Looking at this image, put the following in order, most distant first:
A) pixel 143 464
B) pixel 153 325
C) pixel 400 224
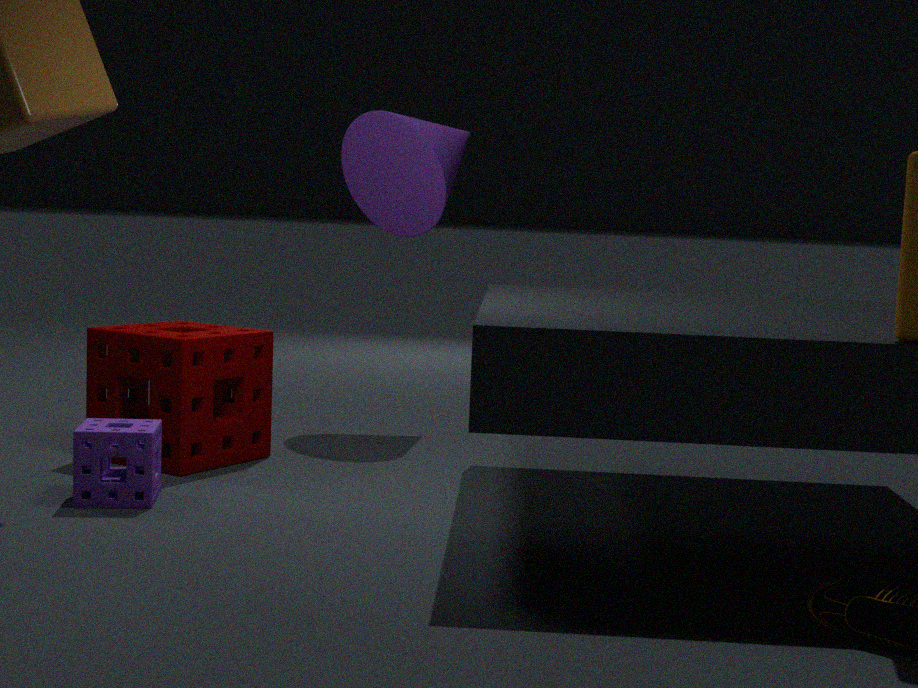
1. pixel 400 224
2. pixel 153 325
3. pixel 143 464
